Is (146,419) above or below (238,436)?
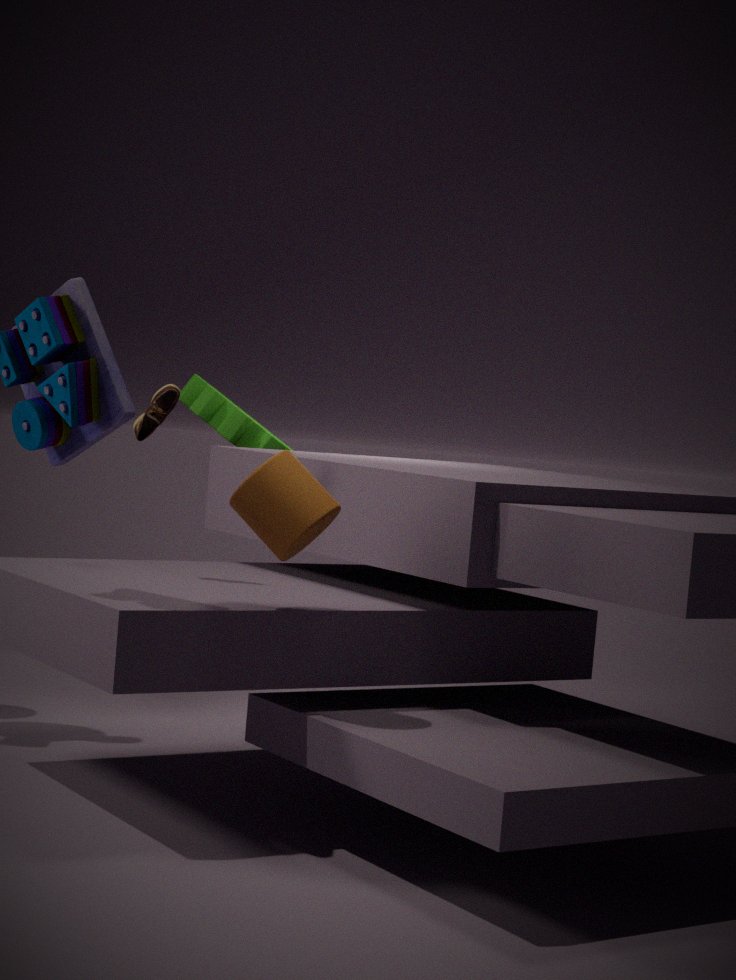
above
